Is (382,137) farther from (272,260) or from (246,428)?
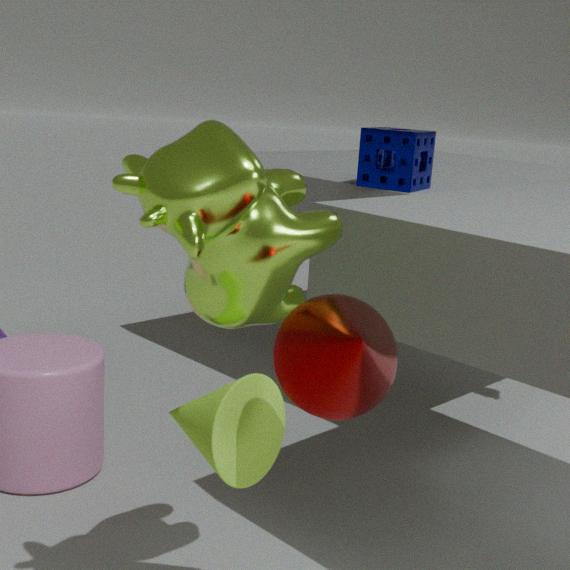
(246,428)
